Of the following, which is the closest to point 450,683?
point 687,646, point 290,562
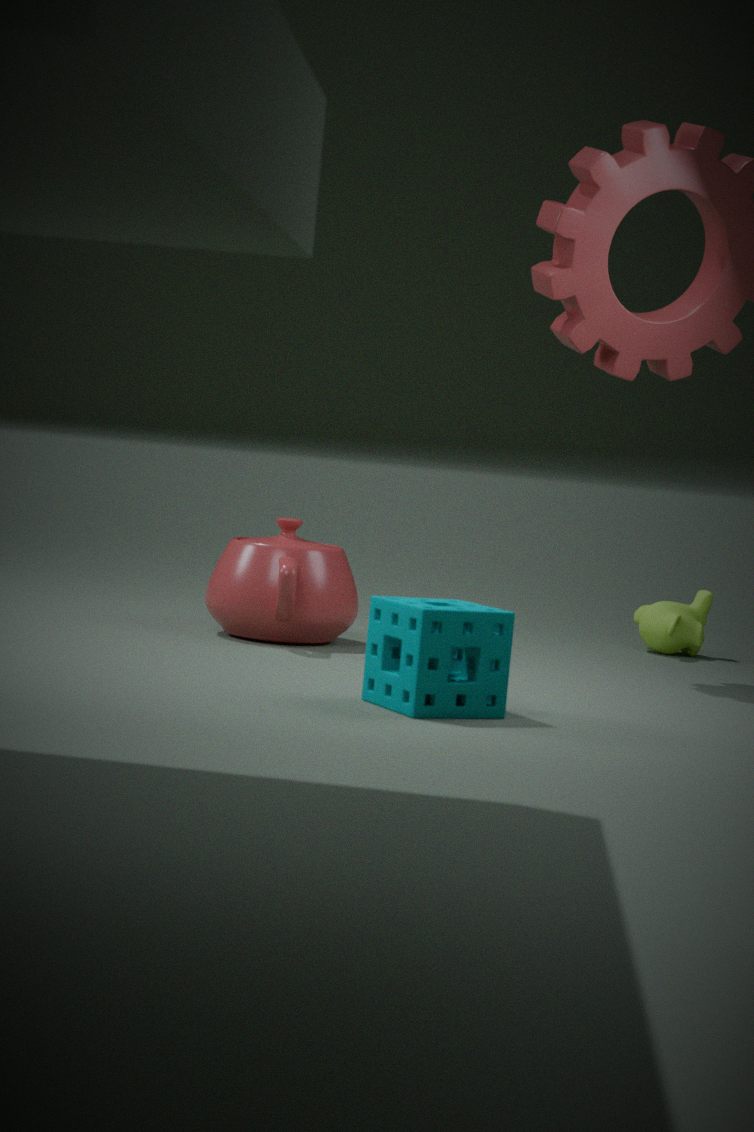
point 290,562
